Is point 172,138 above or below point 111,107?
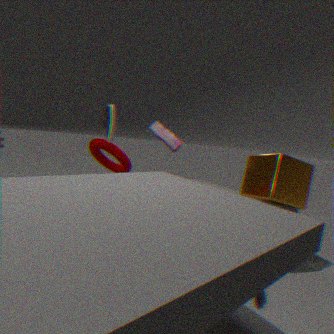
below
